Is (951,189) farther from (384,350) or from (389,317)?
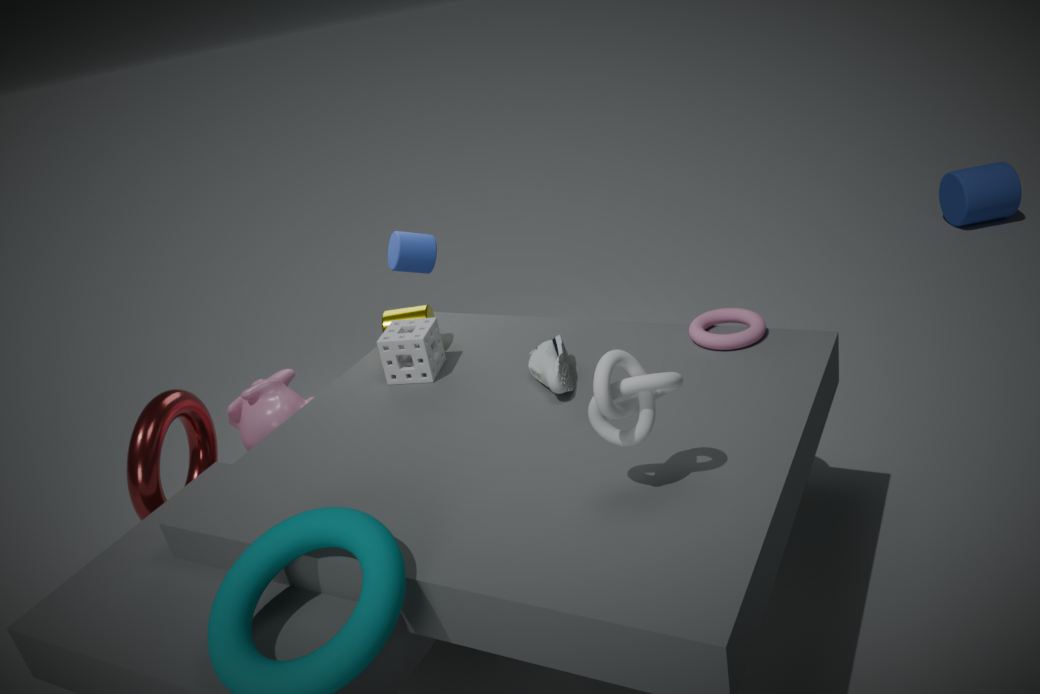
(384,350)
